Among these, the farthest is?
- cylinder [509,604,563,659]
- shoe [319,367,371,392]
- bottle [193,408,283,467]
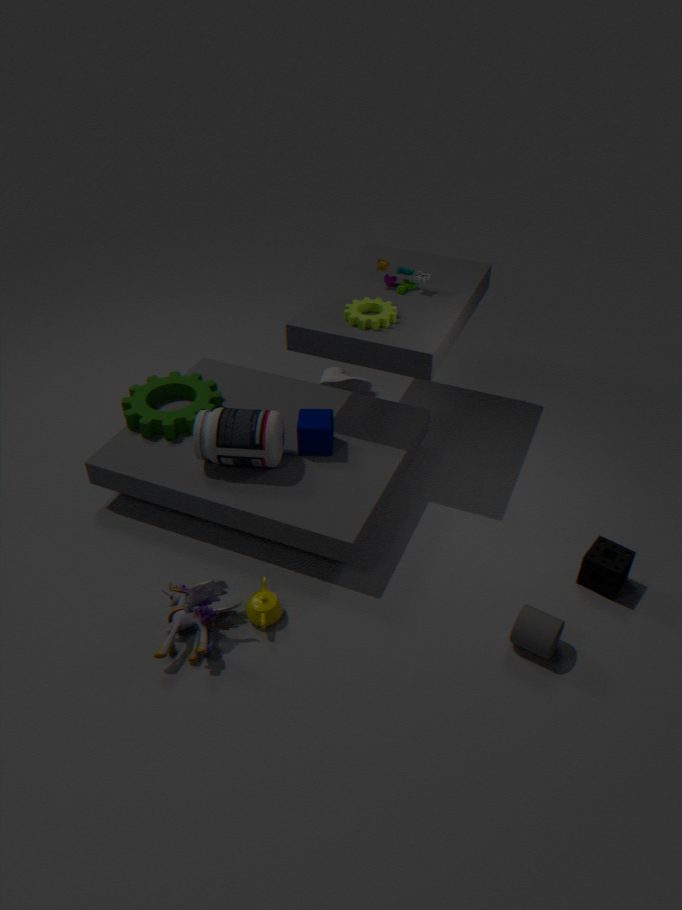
shoe [319,367,371,392]
